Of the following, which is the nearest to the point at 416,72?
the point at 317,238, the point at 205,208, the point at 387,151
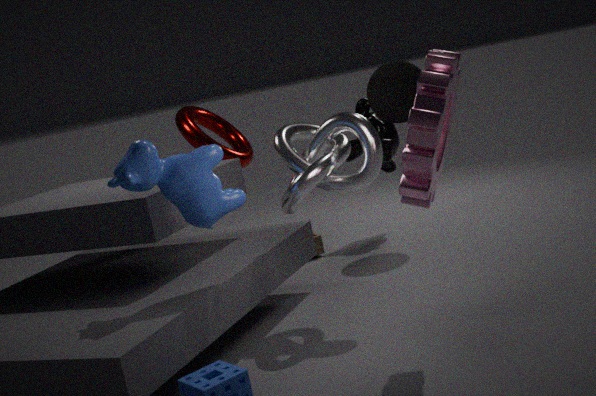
the point at 387,151
